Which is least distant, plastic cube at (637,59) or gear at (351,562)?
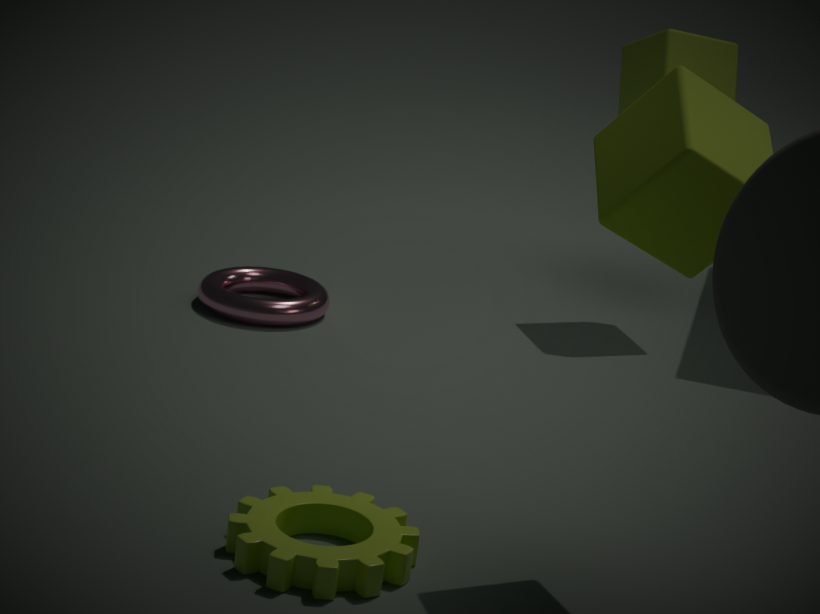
gear at (351,562)
